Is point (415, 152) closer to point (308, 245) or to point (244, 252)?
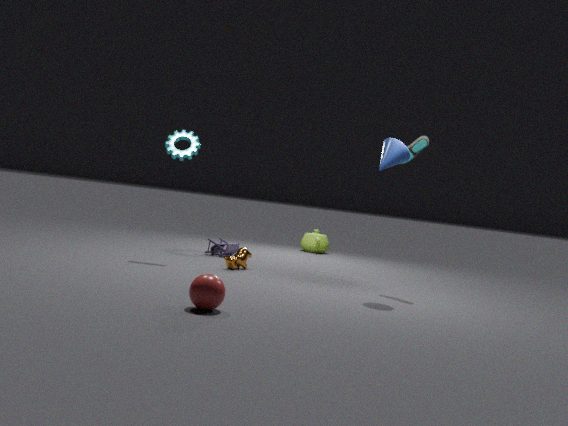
point (244, 252)
